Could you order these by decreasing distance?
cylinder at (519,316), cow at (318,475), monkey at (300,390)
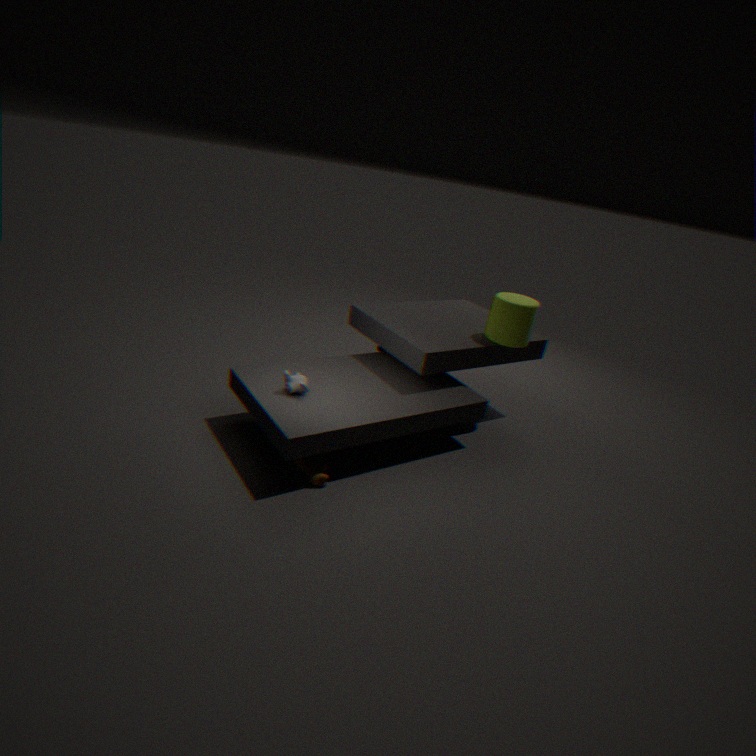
cylinder at (519,316)
monkey at (300,390)
cow at (318,475)
